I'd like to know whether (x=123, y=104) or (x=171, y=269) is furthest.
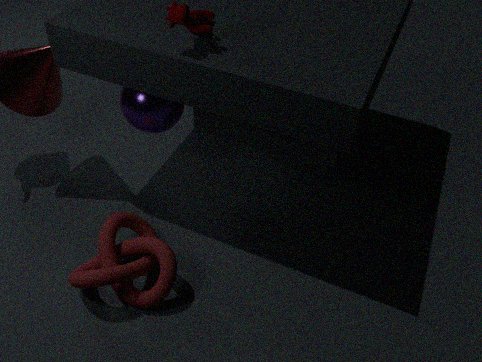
(x=123, y=104)
